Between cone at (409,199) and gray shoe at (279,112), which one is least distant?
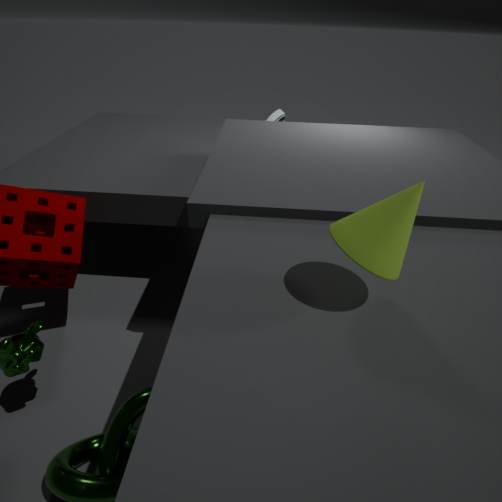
cone at (409,199)
